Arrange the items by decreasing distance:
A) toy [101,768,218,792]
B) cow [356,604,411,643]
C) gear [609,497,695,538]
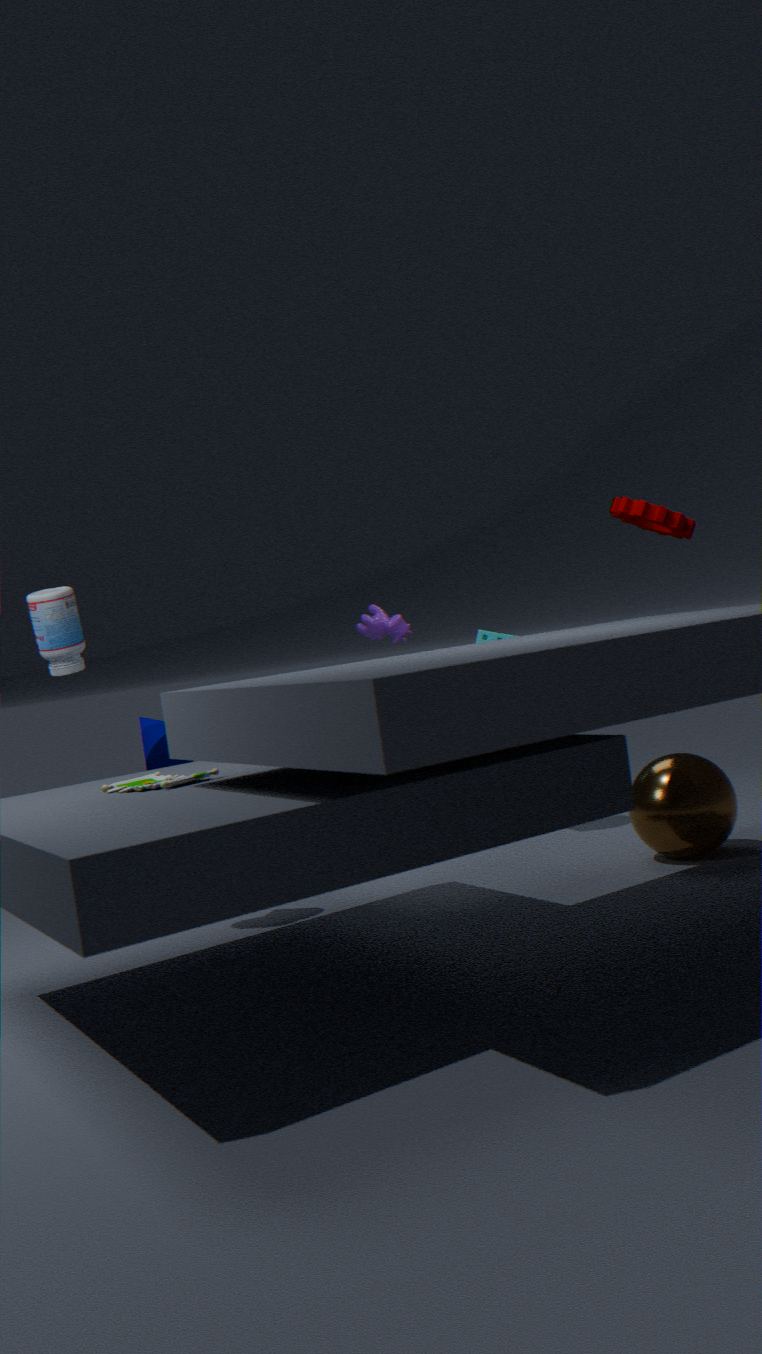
1. cow [356,604,411,643]
2. gear [609,497,695,538]
3. toy [101,768,218,792]
